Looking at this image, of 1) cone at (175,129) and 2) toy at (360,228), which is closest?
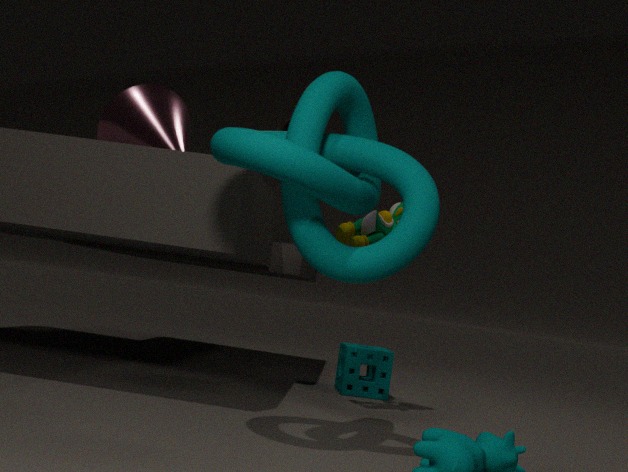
2. toy at (360,228)
